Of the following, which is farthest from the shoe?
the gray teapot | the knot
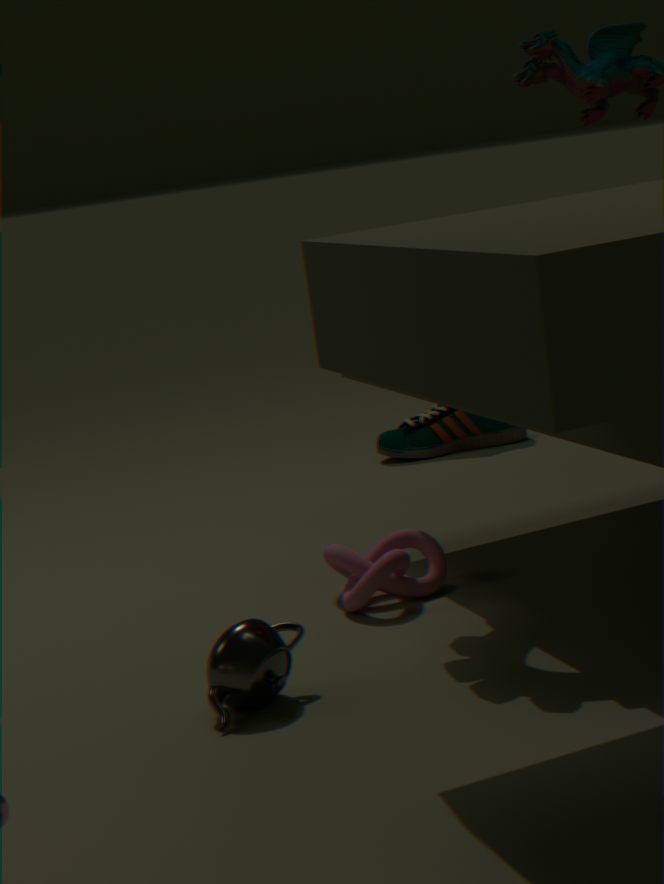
the gray teapot
